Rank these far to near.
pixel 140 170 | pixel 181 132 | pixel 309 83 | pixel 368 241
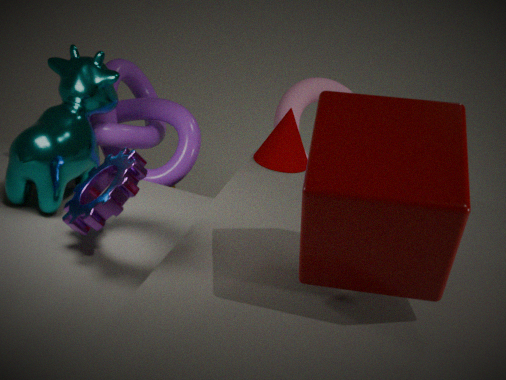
pixel 309 83 < pixel 181 132 < pixel 140 170 < pixel 368 241
